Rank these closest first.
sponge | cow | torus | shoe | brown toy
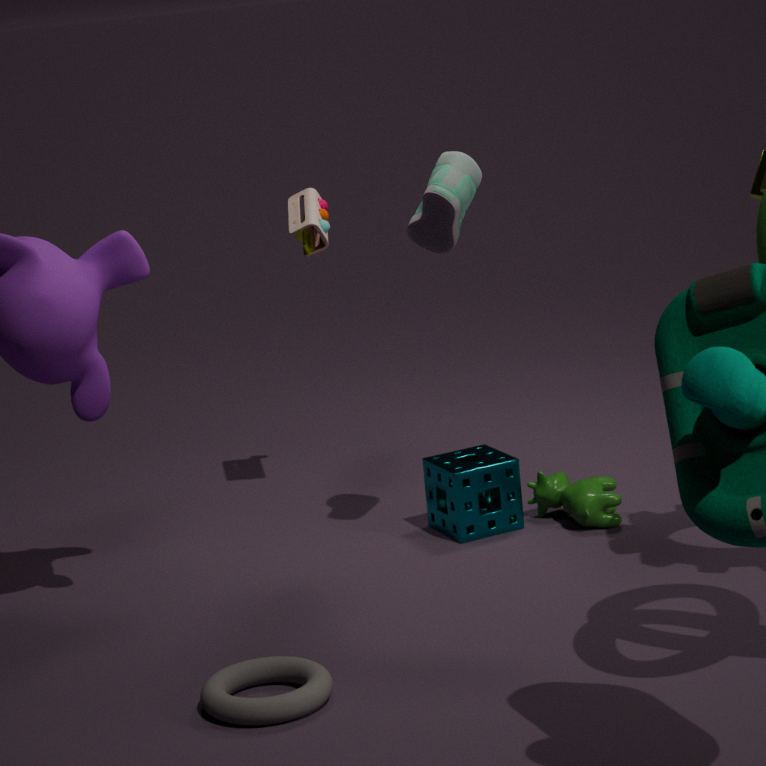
1. torus
2. shoe
3. cow
4. sponge
5. brown toy
